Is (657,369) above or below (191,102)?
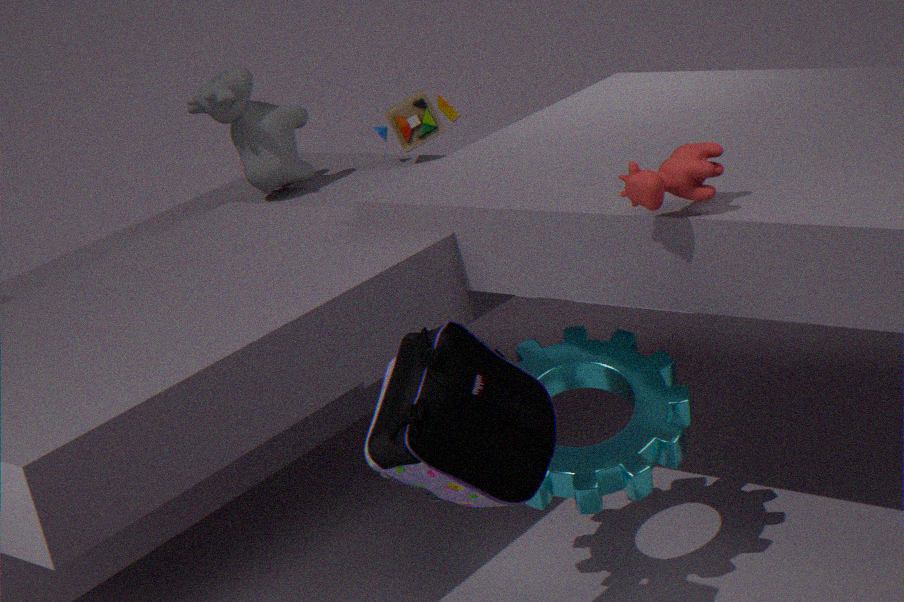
below
